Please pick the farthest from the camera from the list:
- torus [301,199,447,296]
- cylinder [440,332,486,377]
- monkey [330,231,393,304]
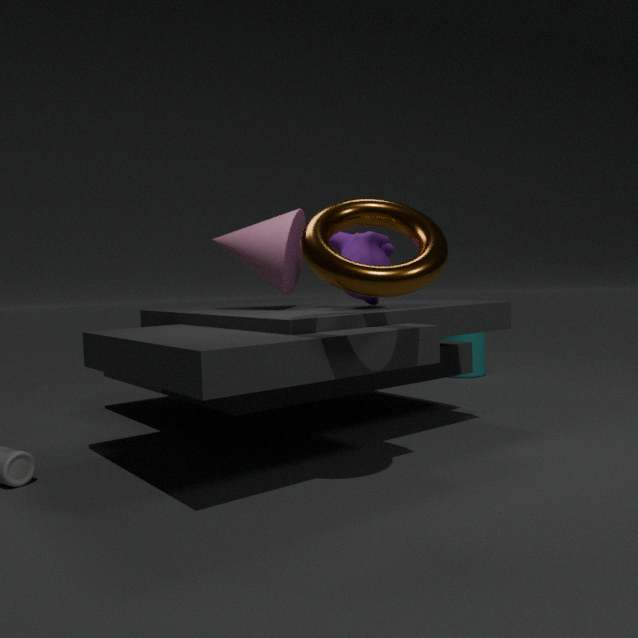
cylinder [440,332,486,377]
